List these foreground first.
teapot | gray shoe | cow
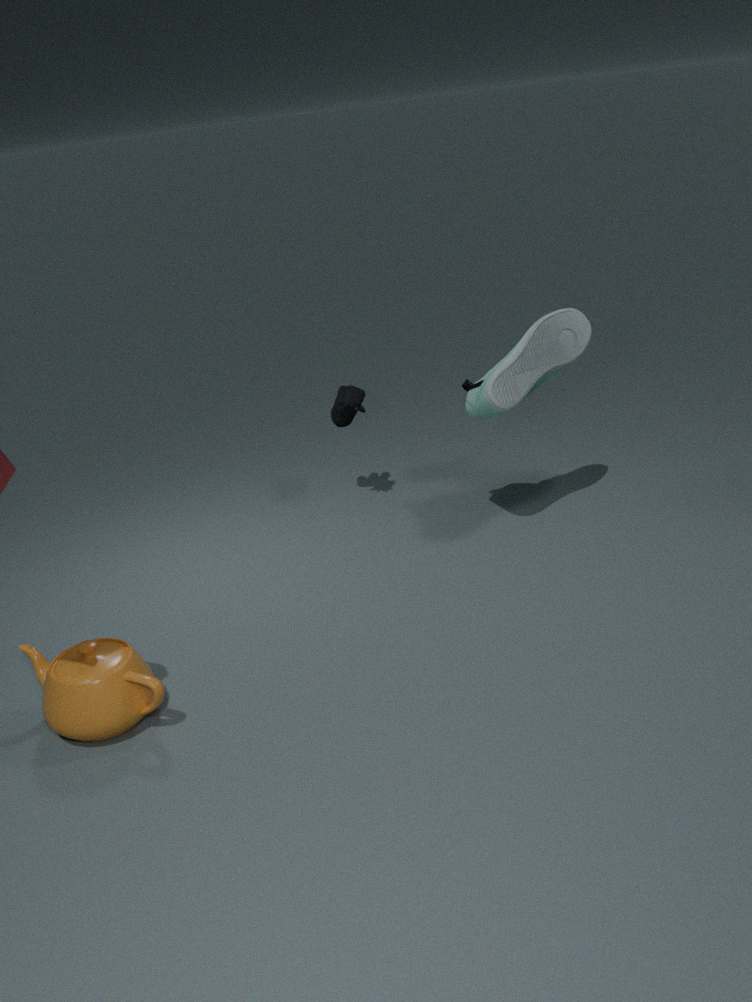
teapot < gray shoe < cow
